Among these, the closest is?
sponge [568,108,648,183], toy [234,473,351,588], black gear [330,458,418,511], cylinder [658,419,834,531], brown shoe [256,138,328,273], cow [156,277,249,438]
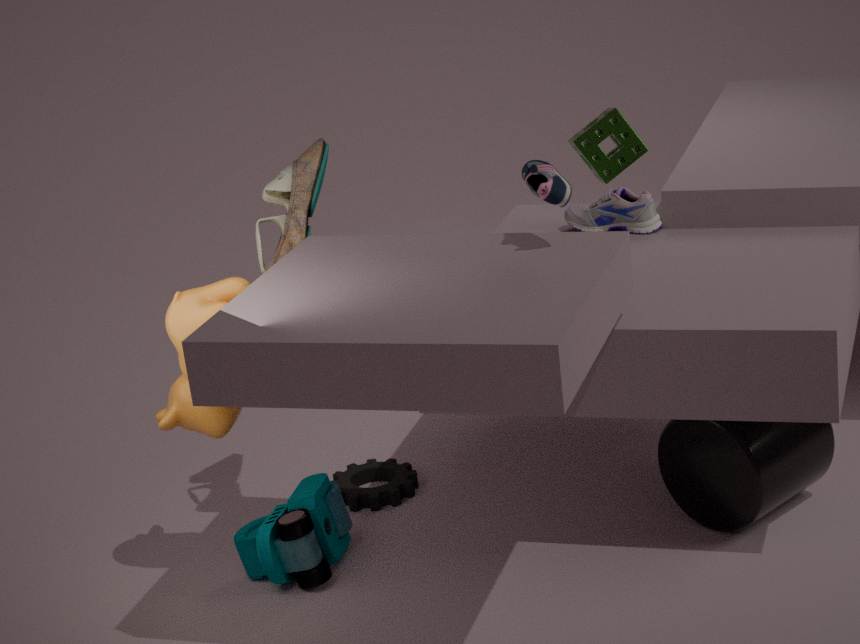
cow [156,277,249,438]
